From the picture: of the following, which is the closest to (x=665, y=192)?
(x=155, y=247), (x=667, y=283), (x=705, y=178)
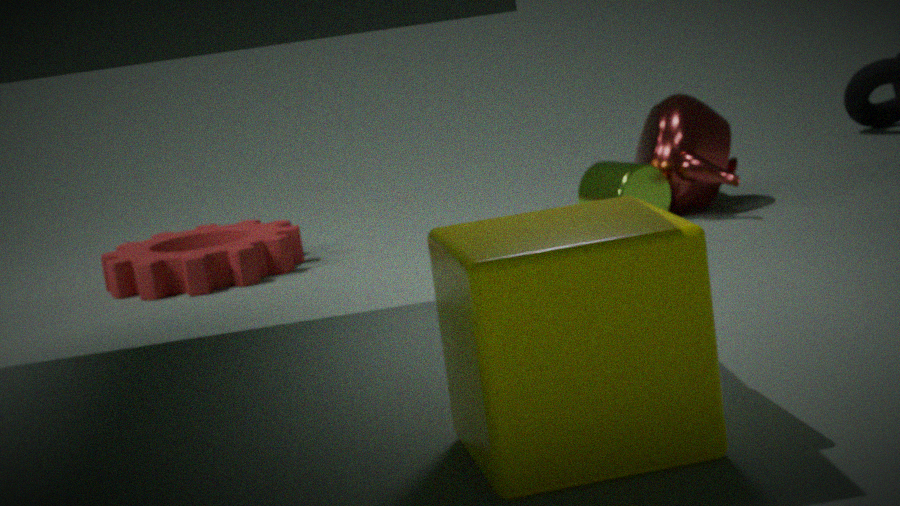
(x=705, y=178)
